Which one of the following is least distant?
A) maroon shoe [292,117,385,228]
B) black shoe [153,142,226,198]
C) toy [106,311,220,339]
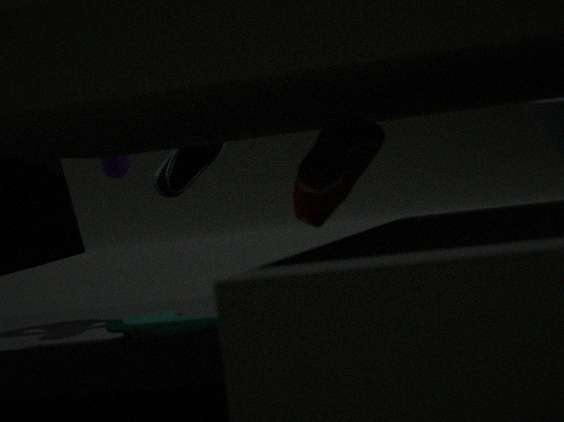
maroon shoe [292,117,385,228]
